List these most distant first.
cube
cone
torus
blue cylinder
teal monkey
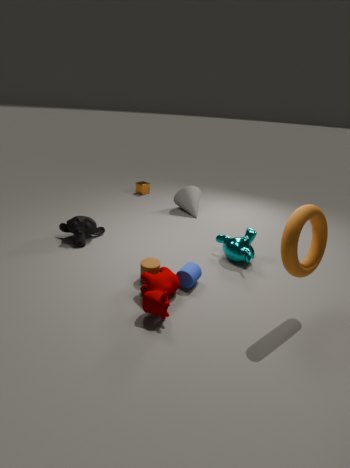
1. cube
2. cone
3. teal monkey
4. blue cylinder
5. torus
